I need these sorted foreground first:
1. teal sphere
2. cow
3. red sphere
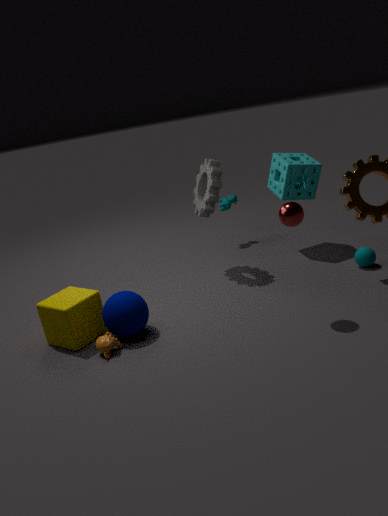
red sphere
teal sphere
cow
